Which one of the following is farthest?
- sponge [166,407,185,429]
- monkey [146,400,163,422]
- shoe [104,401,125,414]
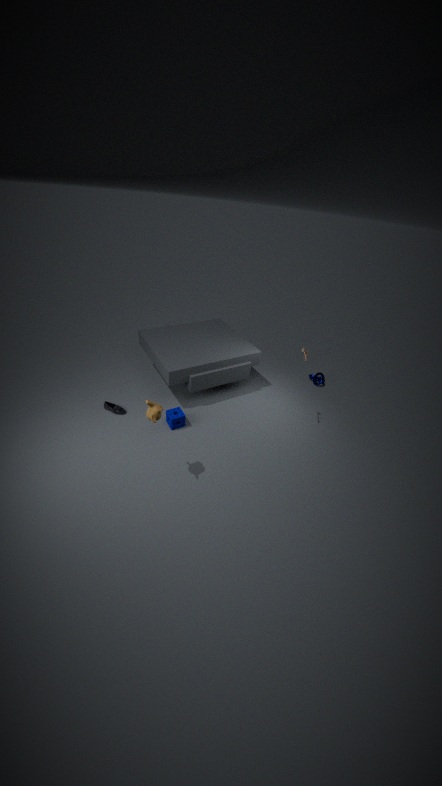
shoe [104,401,125,414]
